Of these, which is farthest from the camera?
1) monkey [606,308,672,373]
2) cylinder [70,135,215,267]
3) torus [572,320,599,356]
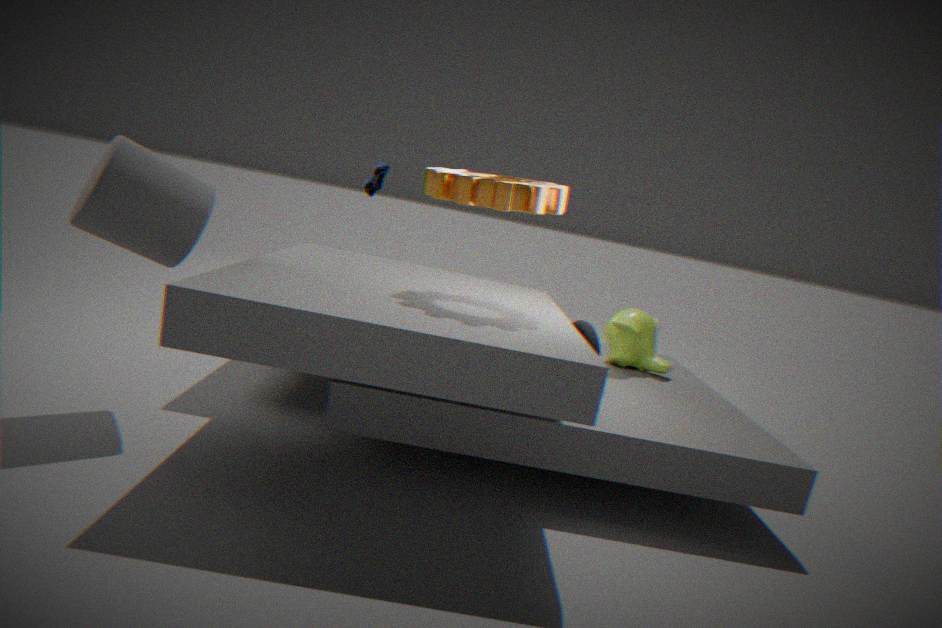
1. monkey [606,308,672,373]
